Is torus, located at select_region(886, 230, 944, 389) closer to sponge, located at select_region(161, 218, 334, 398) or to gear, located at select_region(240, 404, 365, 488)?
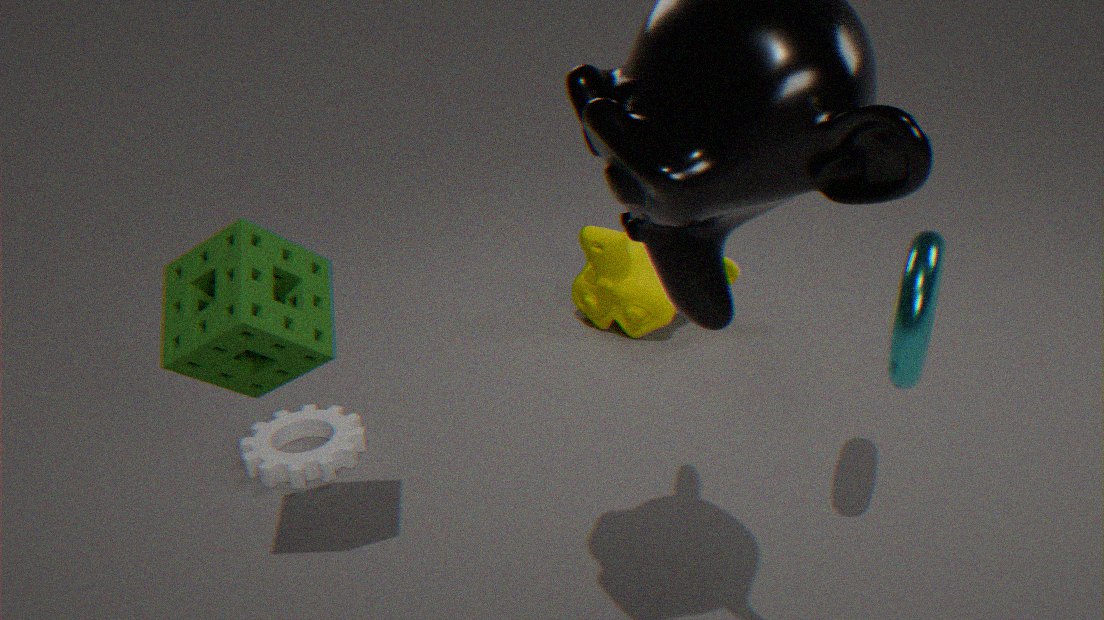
sponge, located at select_region(161, 218, 334, 398)
